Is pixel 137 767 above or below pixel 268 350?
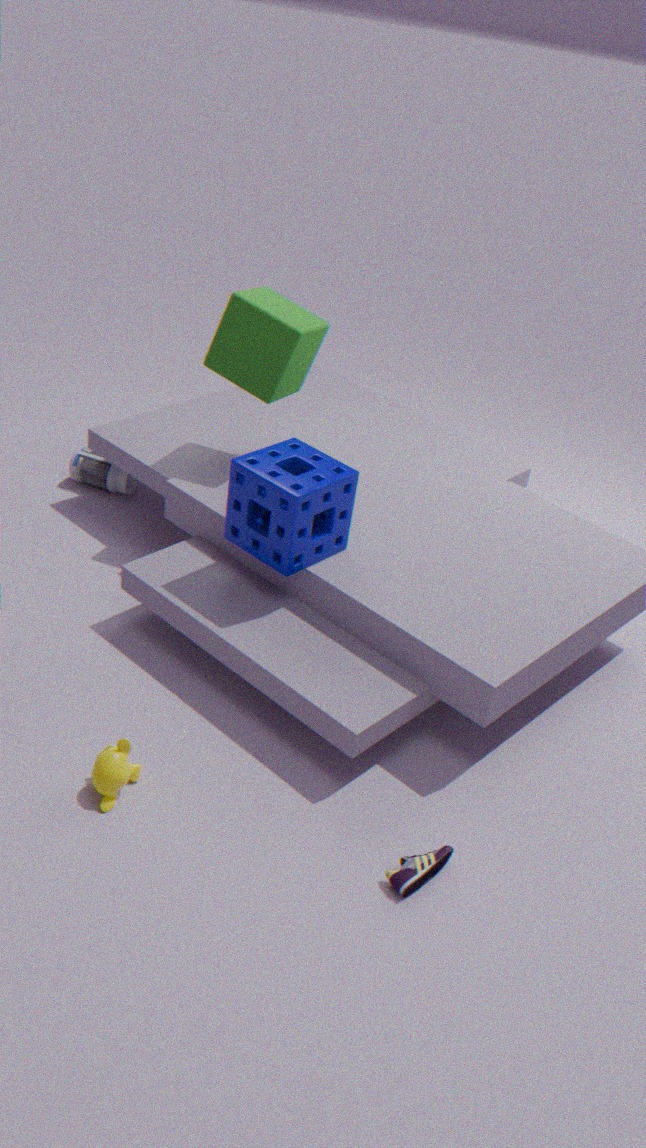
below
